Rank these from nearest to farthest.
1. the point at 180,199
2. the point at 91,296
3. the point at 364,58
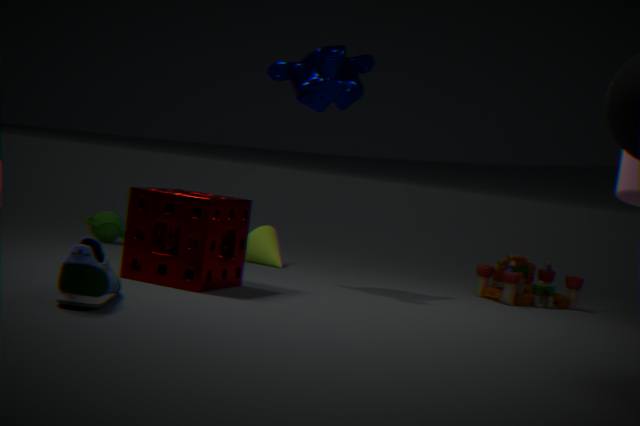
1. the point at 91,296
2. the point at 180,199
3. the point at 364,58
